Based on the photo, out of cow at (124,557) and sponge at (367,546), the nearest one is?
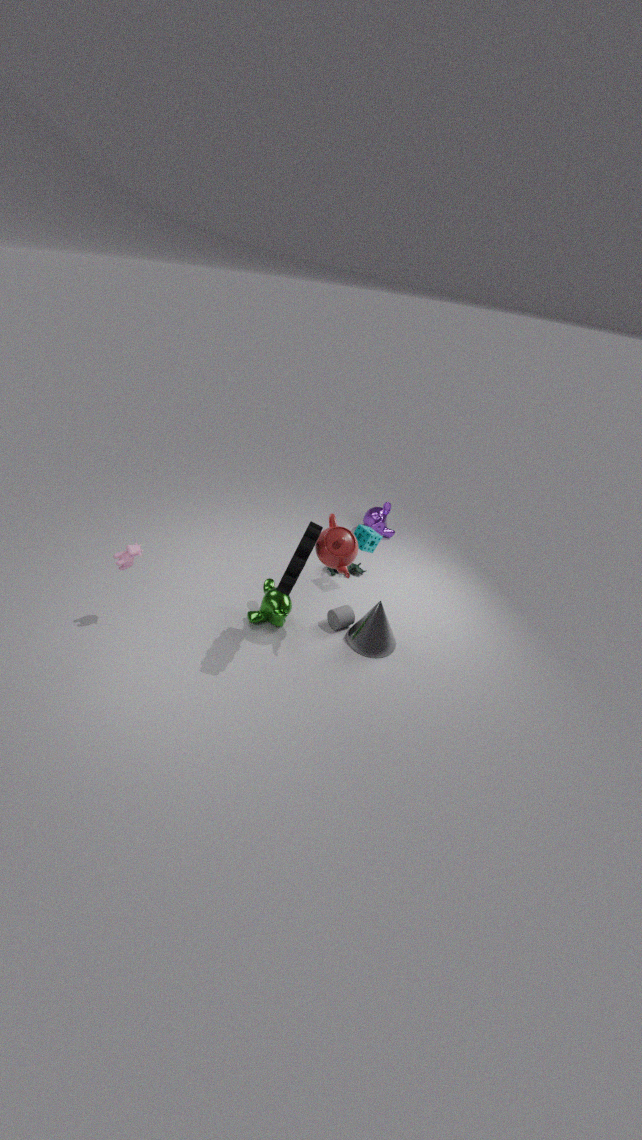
cow at (124,557)
